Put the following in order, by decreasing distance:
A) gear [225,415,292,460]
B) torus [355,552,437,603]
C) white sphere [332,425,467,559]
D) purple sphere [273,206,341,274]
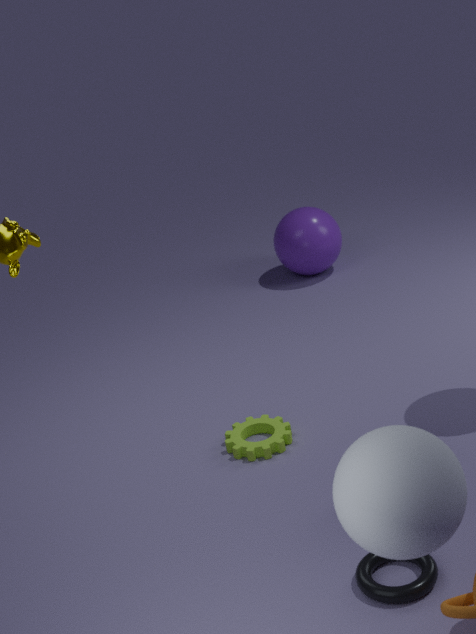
purple sphere [273,206,341,274], gear [225,415,292,460], torus [355,552,437,603], white sphere [332,425,467,559]
